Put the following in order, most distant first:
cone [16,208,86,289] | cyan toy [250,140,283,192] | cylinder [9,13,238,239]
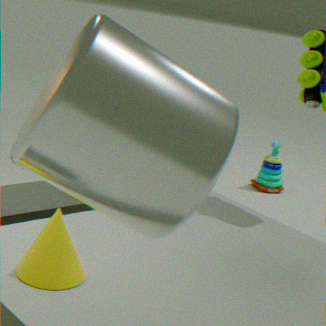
cyan toy [250,140,283,192] → cone [16,208,86,289] → cylinder [9,13,238,239]
